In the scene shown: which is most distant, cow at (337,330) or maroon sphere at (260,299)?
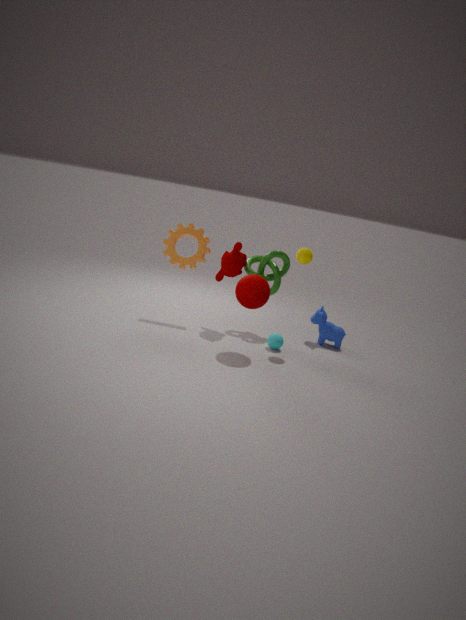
cow at (337,330)
